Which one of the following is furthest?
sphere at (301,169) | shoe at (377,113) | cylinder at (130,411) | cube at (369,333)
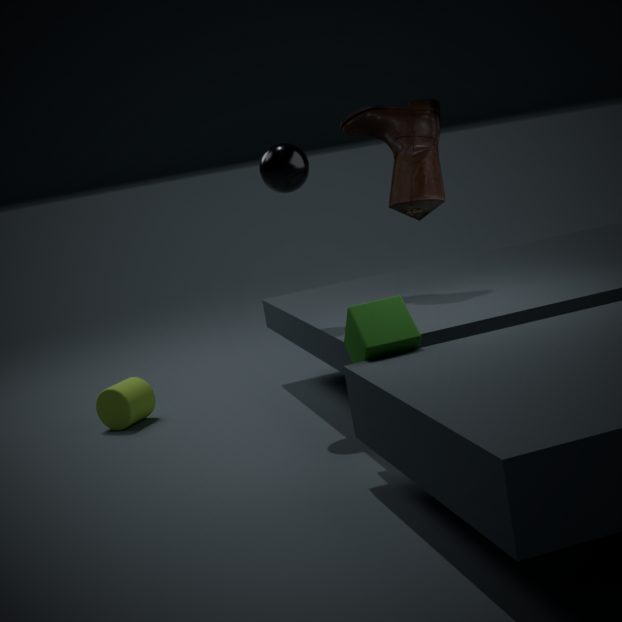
cylinder at (130,411)
